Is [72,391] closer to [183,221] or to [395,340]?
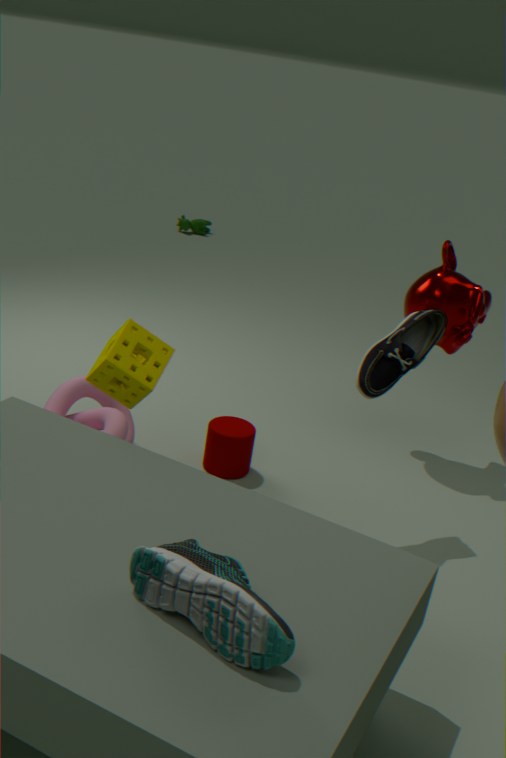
[395,340]
